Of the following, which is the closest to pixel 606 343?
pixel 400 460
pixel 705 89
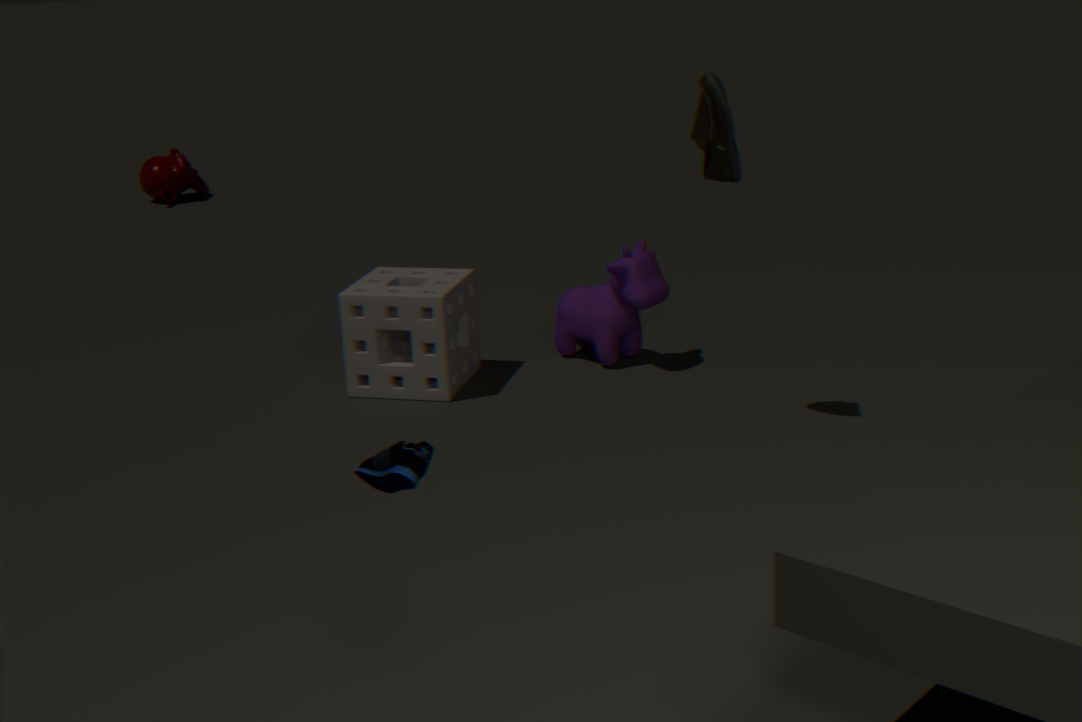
pixel 705 89
